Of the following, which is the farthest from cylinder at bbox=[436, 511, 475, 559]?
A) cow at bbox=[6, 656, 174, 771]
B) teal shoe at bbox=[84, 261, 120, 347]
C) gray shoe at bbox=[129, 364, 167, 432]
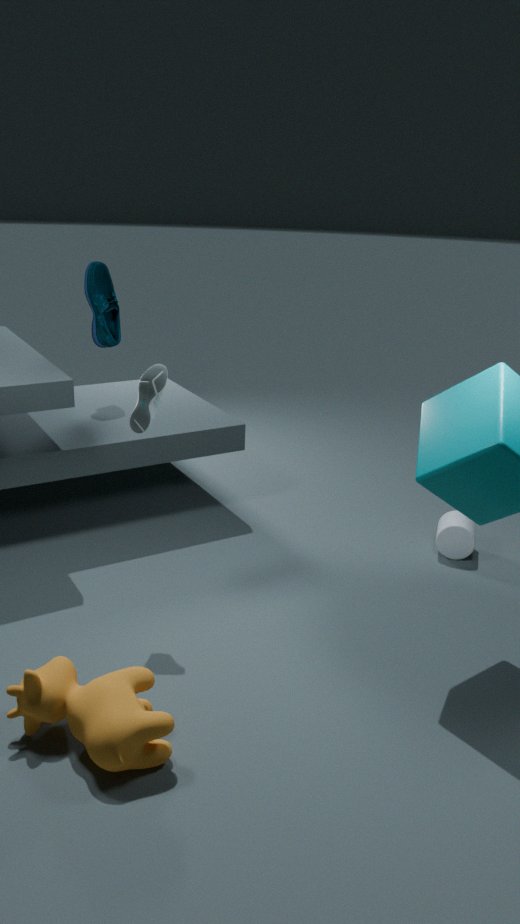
teal shoe at bbox=[84, 261, 120, 347]
